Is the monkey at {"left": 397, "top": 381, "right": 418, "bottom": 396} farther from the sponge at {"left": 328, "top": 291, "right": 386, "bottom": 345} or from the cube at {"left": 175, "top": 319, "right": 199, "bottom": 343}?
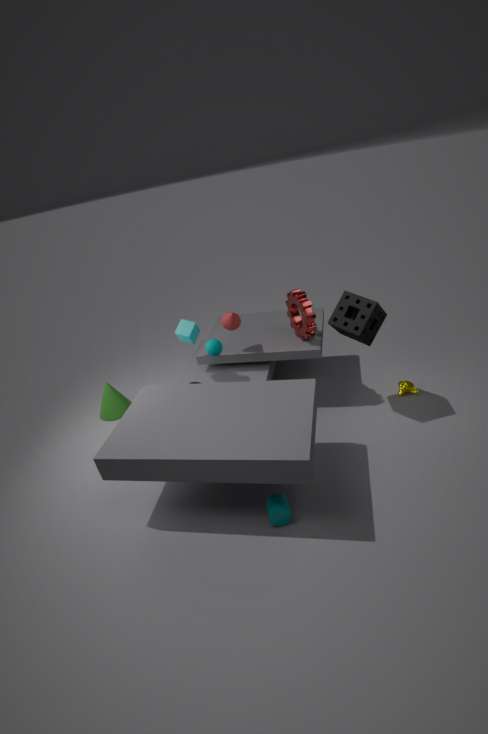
the cube at {"left": 175, "top": 319, "right": 199, "bottom": 343}
